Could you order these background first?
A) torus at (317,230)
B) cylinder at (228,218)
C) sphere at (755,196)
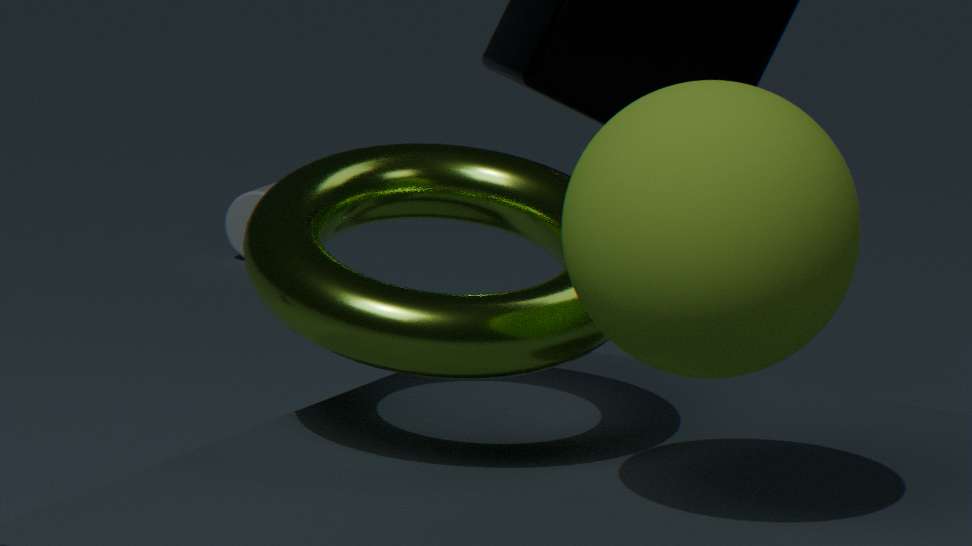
cylinder at (228,218) < torus at (317,230) < sphere at (755,196)
